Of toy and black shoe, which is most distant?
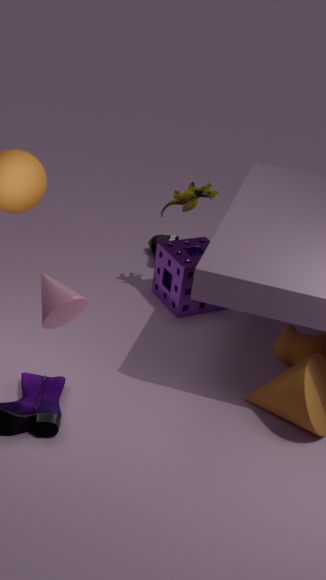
black shoe
